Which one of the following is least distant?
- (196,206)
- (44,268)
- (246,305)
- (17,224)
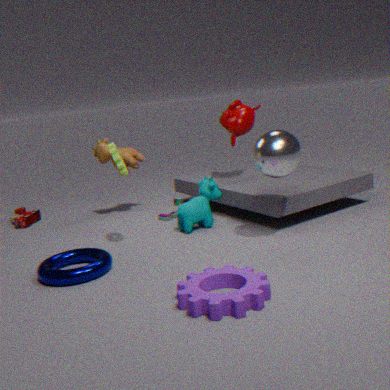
(246,305)
